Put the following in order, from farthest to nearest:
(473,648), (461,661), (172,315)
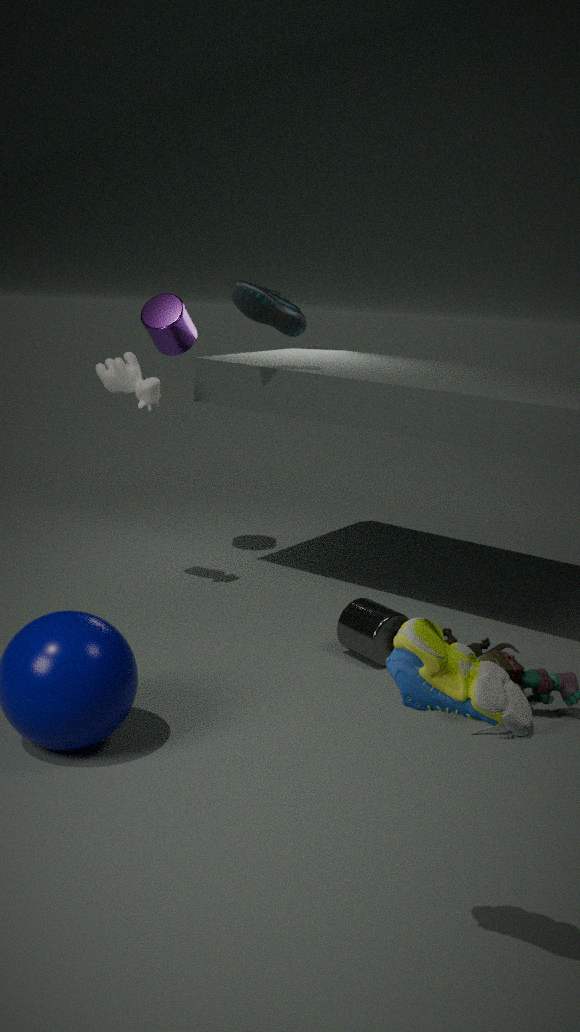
(172,315)
(473,648)
(461,661)
